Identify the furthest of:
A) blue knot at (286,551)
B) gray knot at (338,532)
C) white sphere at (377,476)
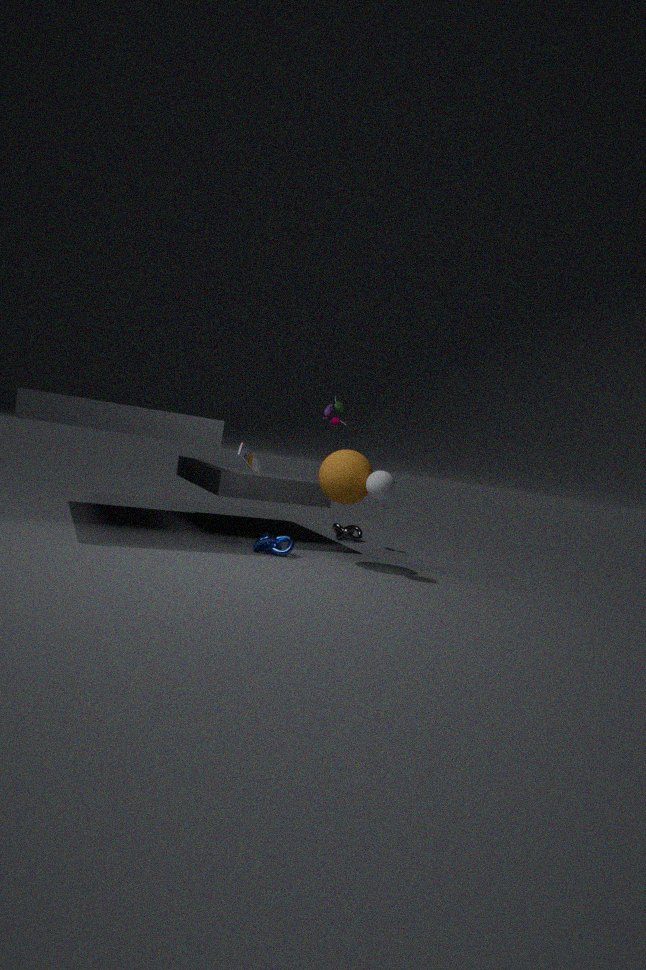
gray knot at (338,532)
